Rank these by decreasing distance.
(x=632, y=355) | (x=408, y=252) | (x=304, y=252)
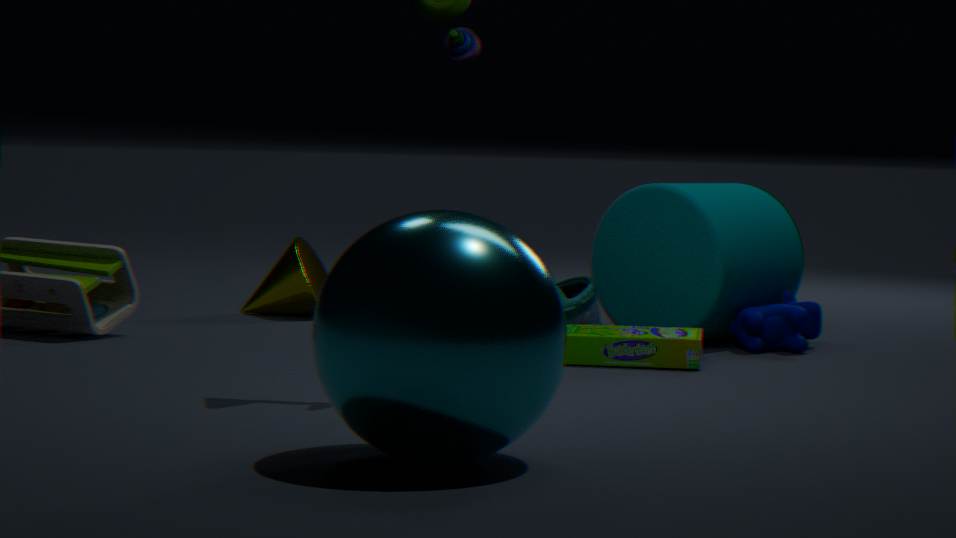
(x=304, y=252) < (x=632, y=355) < (x=408, y=252)
